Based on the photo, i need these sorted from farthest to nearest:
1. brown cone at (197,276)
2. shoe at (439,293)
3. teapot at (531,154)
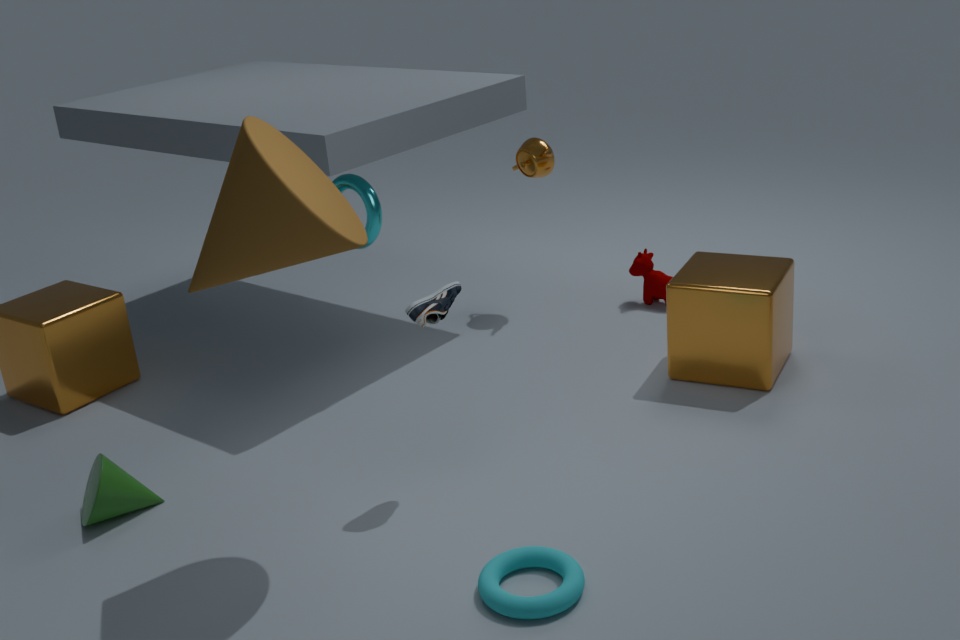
teapot at (531,154), shoe at (439,293), brown cone at (197,276)
